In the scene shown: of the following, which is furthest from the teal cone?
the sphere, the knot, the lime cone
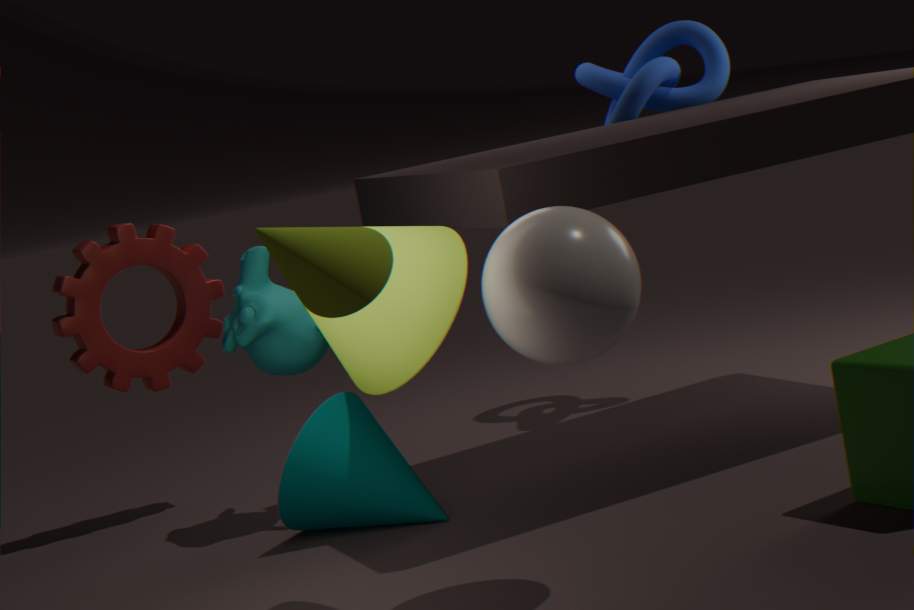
the knot
